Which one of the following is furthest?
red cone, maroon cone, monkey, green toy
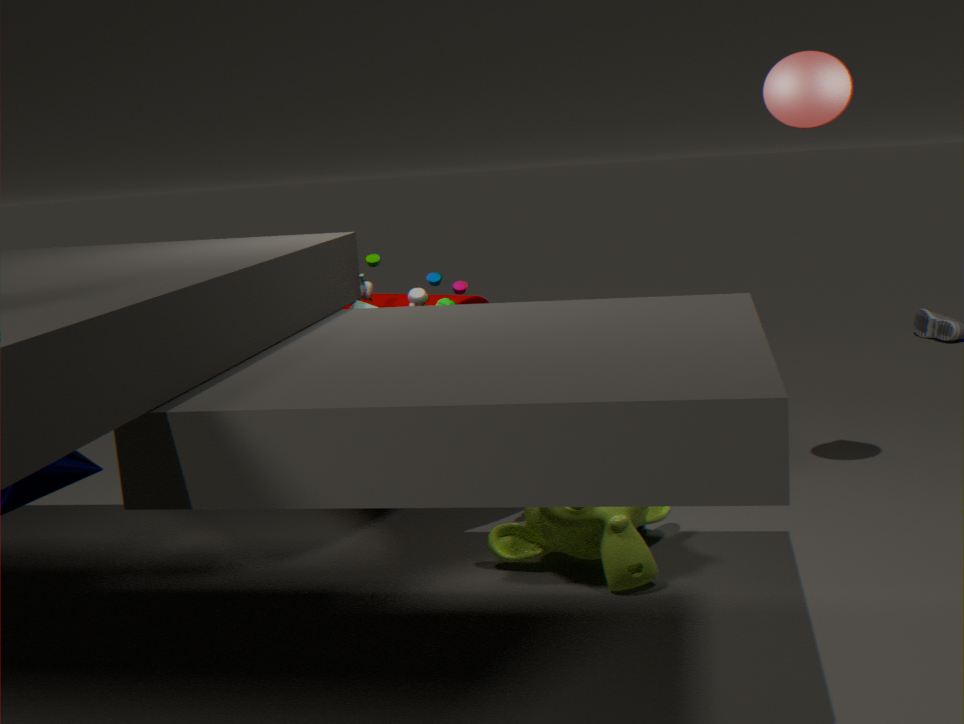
maroon cone
